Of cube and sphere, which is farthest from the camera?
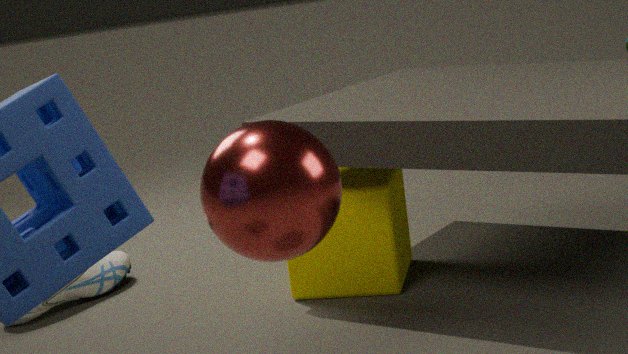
cube
